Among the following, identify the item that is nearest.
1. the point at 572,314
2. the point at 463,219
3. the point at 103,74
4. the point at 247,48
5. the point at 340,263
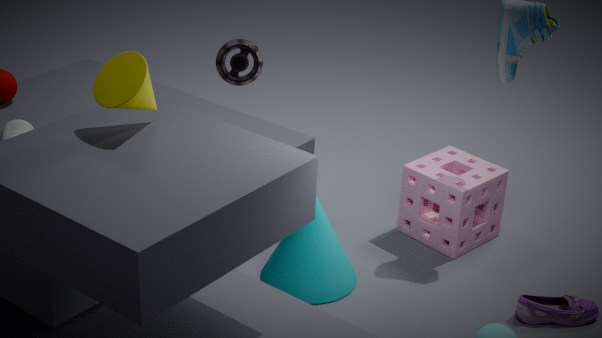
the point at 103,74
